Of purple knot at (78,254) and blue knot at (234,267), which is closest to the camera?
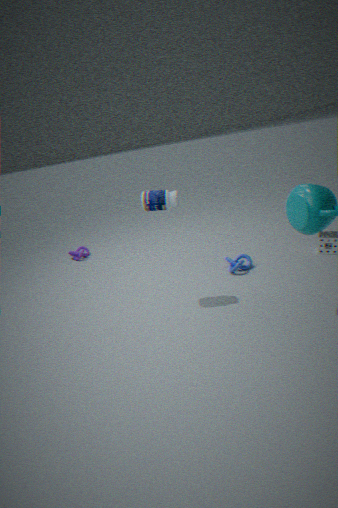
blue knot at (234,267)
